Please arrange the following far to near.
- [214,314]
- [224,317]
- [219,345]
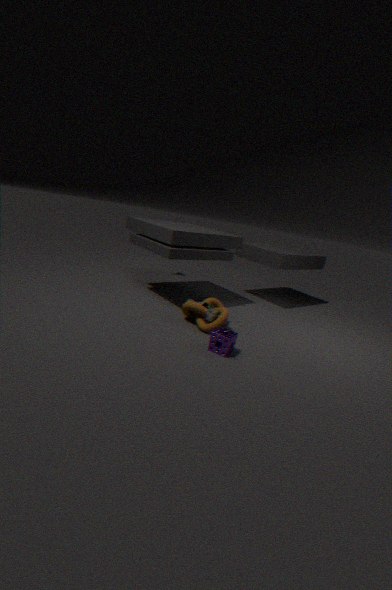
[214,314]
[224,317]
[219,345]
